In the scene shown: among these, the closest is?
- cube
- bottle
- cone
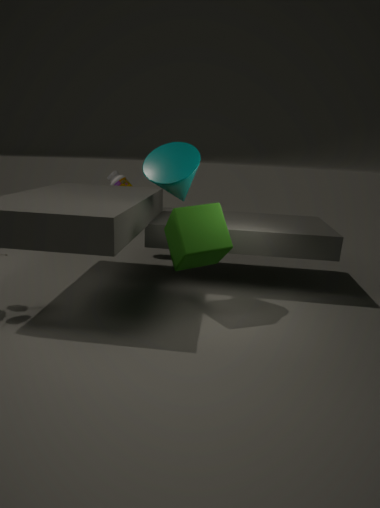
cube
